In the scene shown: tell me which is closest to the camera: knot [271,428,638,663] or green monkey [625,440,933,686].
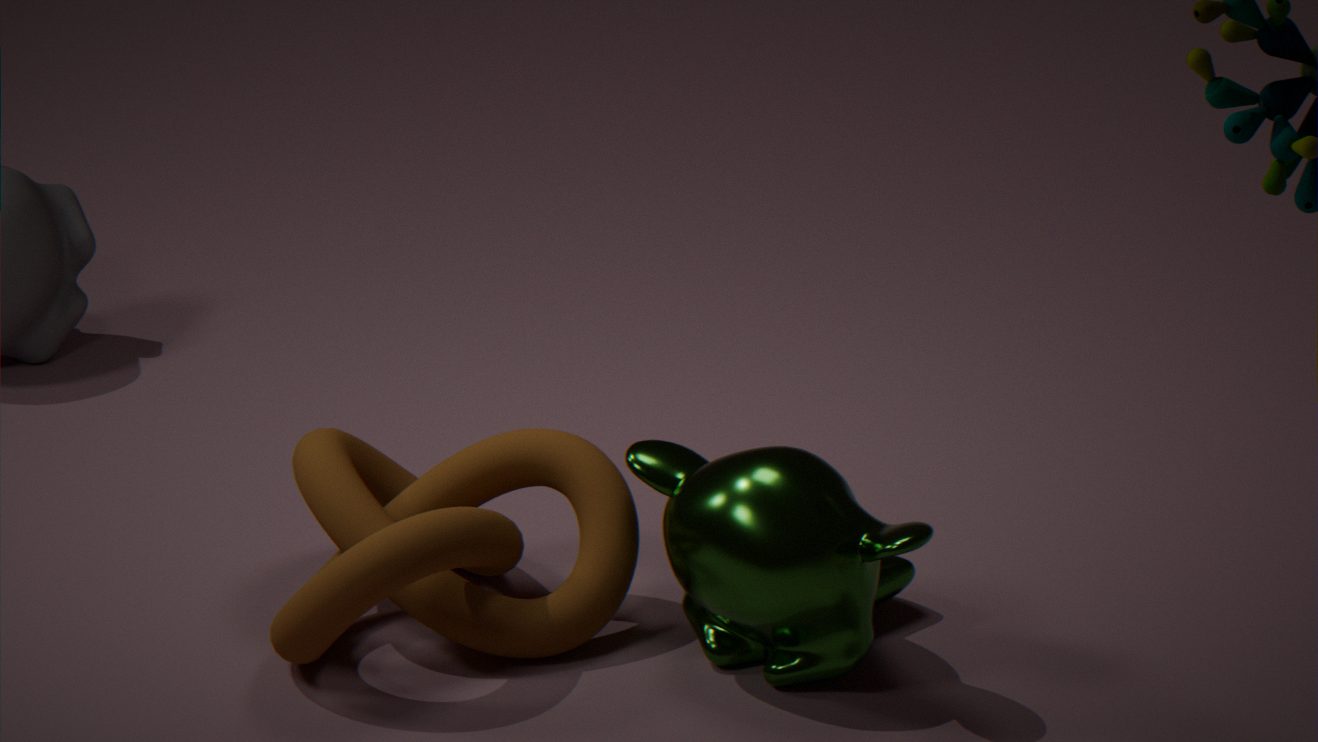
green monkey [625,440,933,686]
